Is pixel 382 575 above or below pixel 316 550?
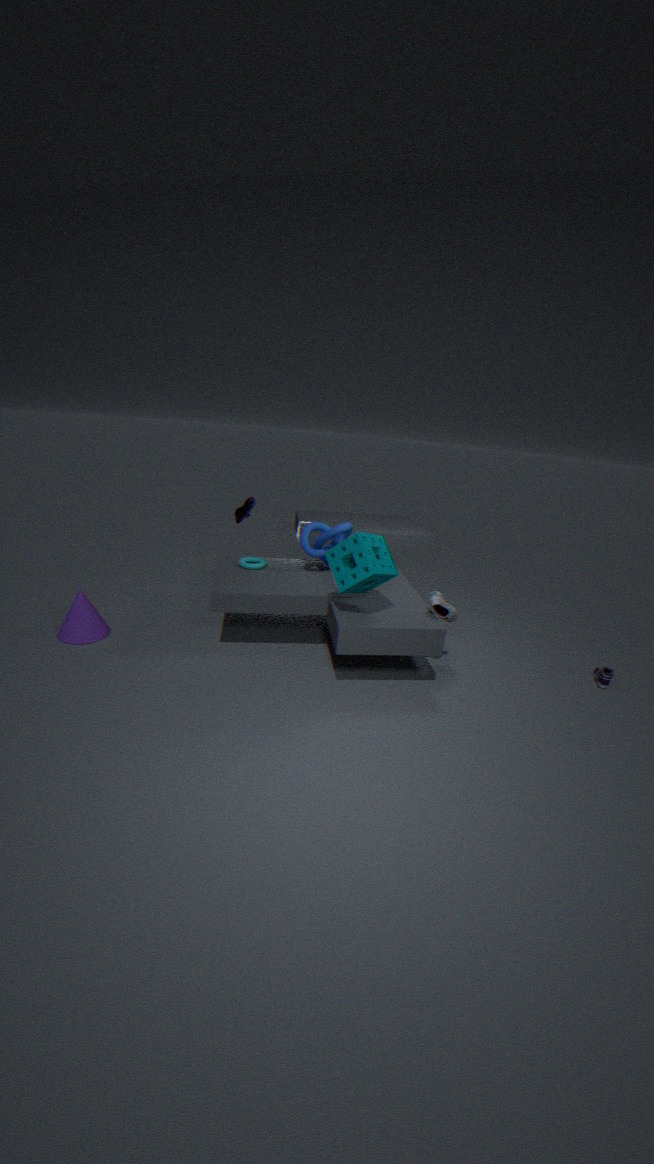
above
